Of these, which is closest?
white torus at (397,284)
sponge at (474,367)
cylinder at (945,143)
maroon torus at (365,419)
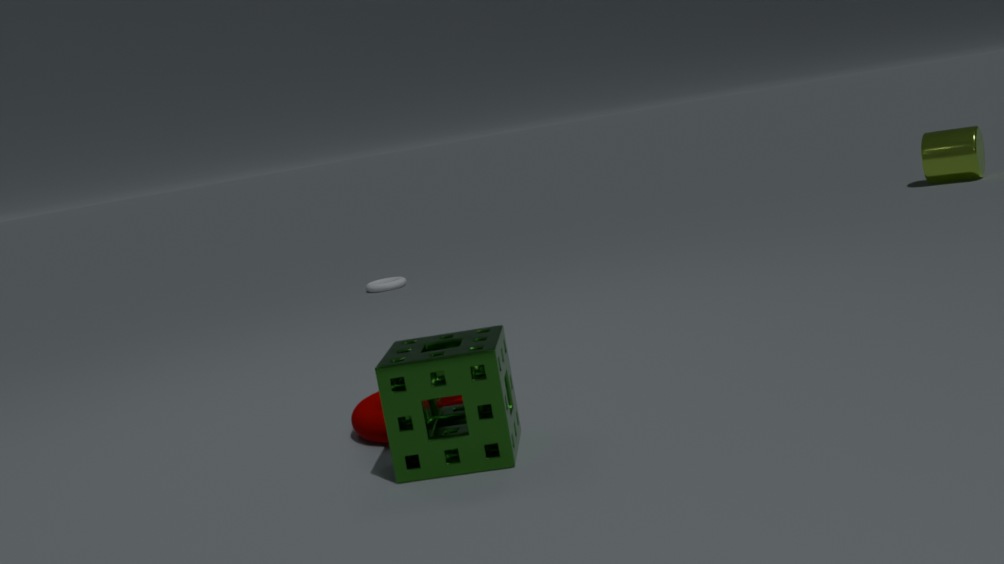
sponge at (474,367)
